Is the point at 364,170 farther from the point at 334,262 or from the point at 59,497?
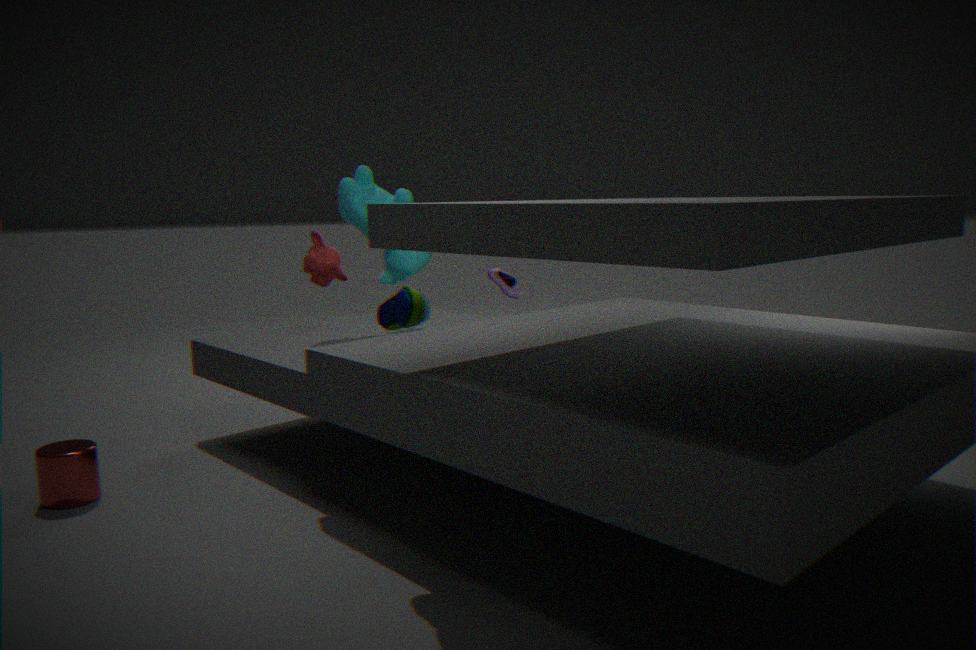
the point at 59,497
